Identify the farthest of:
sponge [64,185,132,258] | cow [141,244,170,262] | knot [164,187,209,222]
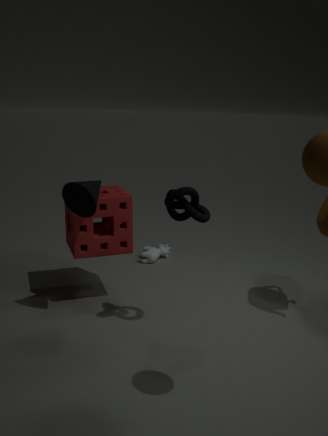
cow [141,244,170,262]
